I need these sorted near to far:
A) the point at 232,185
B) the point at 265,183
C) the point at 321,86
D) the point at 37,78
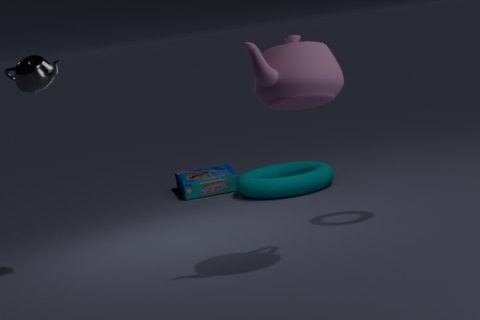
1. the point at 321,86
2. the point at 37,78
3. the point at 265,183
4. the point at 232,185
